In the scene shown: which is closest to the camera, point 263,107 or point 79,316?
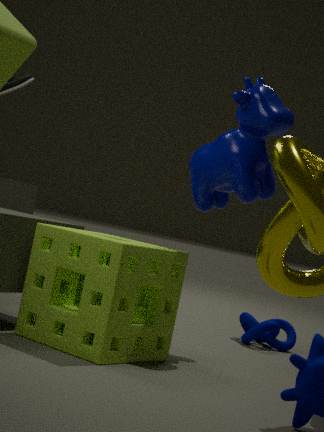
point 79,316
